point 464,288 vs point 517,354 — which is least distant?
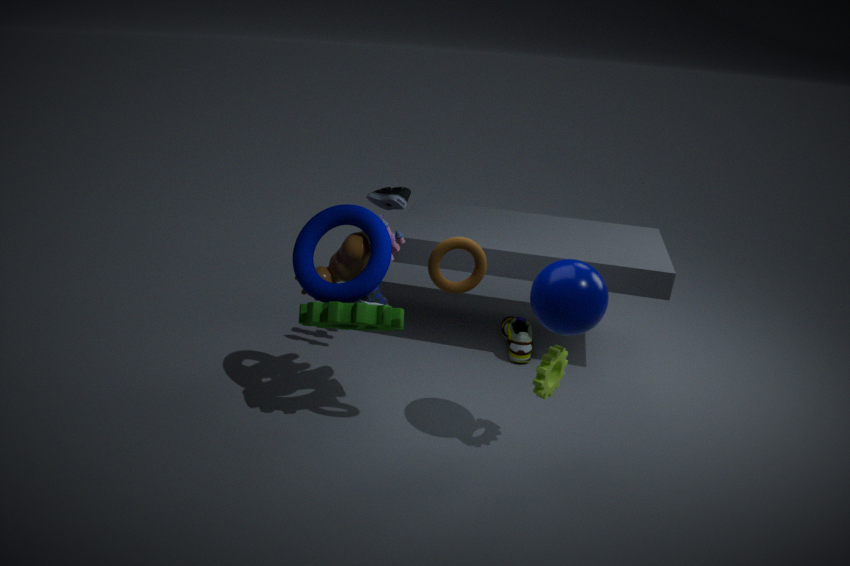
point 464,288
